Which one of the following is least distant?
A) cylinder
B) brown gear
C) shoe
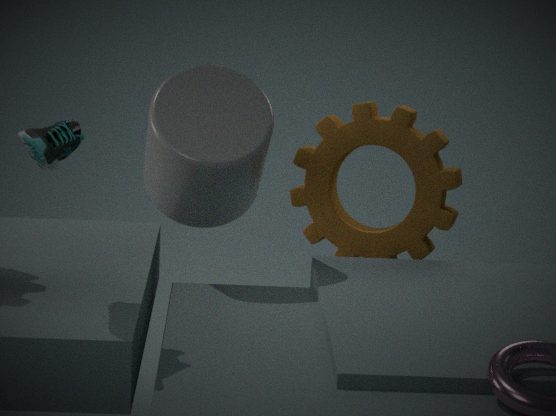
shoe
